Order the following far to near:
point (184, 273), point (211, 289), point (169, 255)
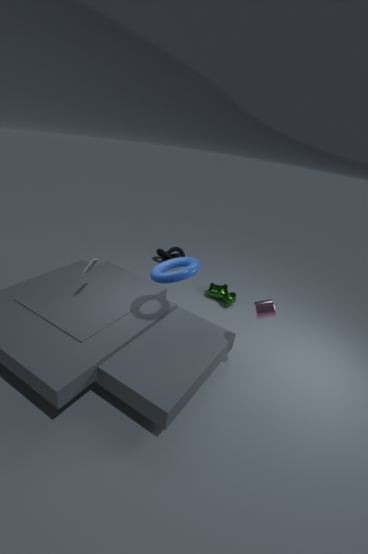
1. point (169, 255)
2. point (211, 289)
3. point (184, 273)
